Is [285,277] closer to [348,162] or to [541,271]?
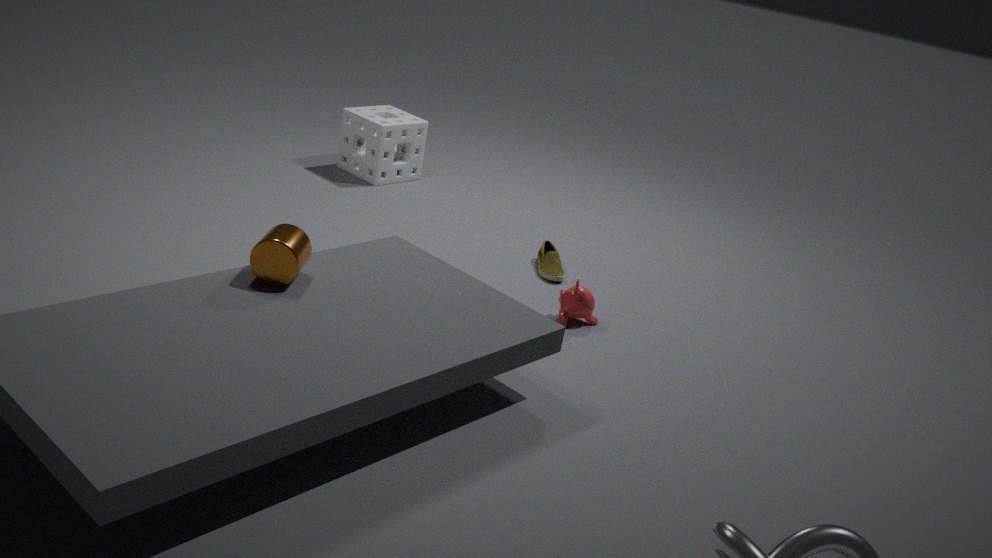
[541,271]
